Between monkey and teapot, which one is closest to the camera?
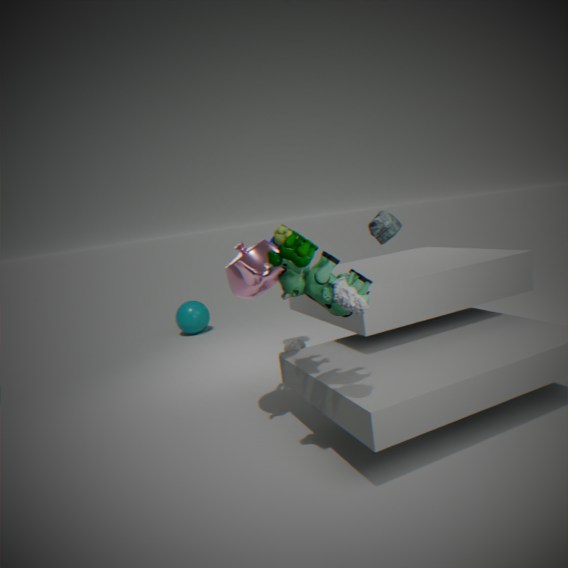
teapot
